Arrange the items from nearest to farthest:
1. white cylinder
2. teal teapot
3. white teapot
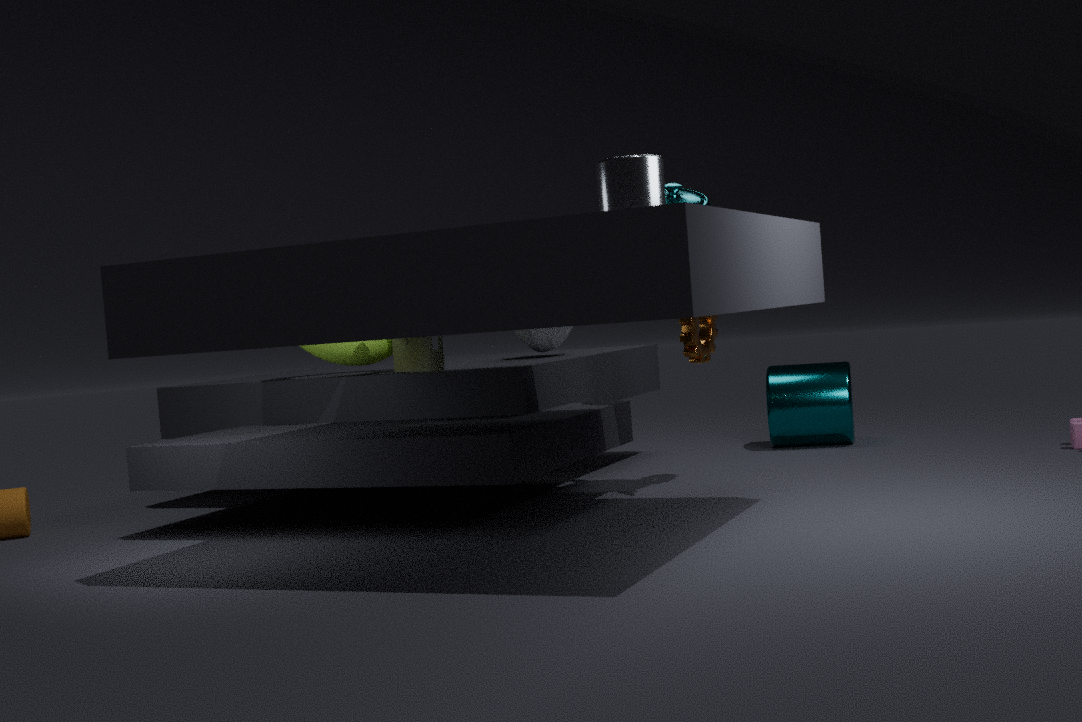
1. white cylinder
2. teal teapot
3. white teapot
